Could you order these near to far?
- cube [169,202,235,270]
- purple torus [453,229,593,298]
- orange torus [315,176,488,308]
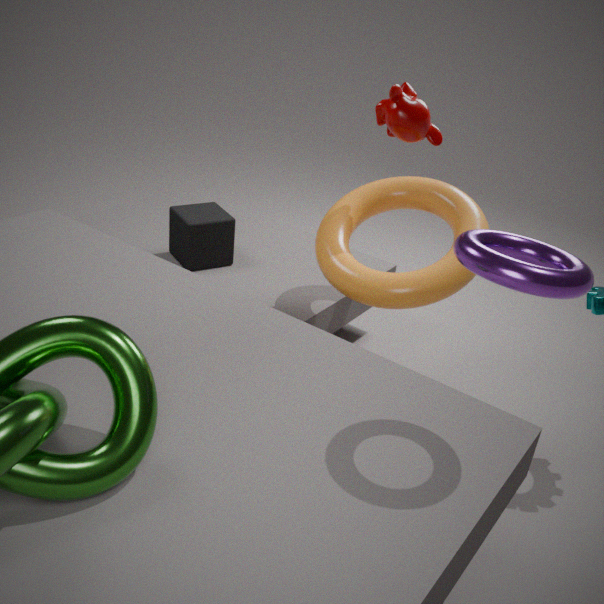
purple torus [453,229,593,298]
orange torus [315,176,488,308]
cube [169,202,235,270]
